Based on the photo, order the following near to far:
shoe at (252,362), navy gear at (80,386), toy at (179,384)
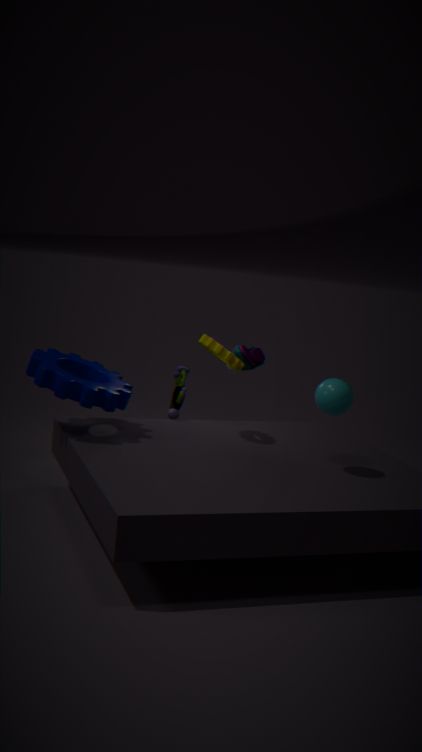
1. navy gear at (80,386)
2. toy at (179,384)
3. shoe at (252,362)
